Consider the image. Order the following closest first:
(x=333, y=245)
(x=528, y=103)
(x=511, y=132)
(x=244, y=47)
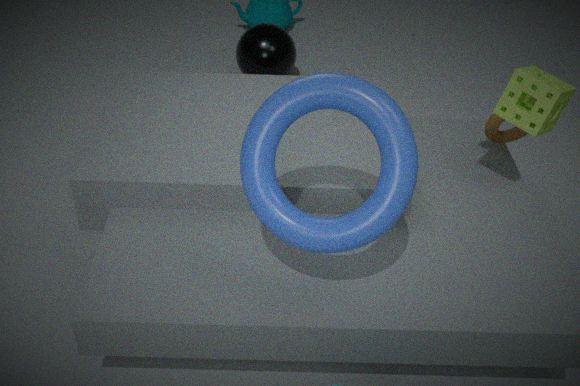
1. (x=333, y=245)
2. (x=528, y=103)
3. (x=511, y=132)
4. (x=244, y=47)
